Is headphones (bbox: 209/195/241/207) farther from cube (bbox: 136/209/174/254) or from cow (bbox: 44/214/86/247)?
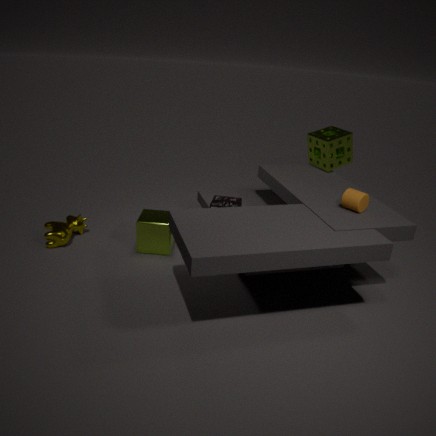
cow (bbox: 44/214/86/247)
